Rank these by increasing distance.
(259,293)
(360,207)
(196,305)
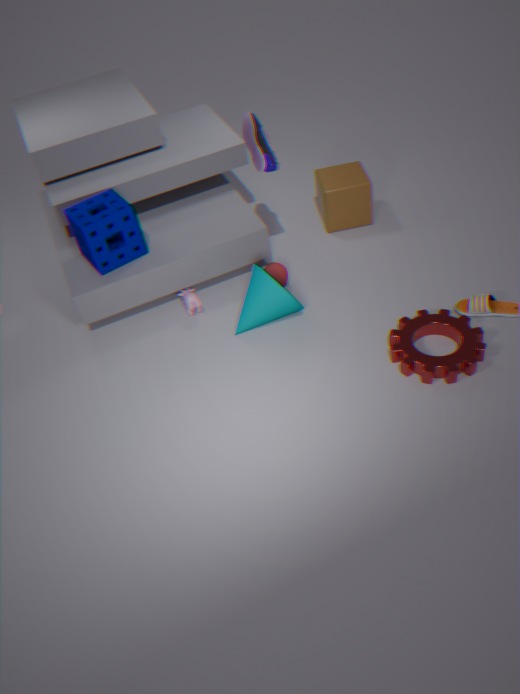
1. (259,293)
2. (196,305)
3. (360,207)
